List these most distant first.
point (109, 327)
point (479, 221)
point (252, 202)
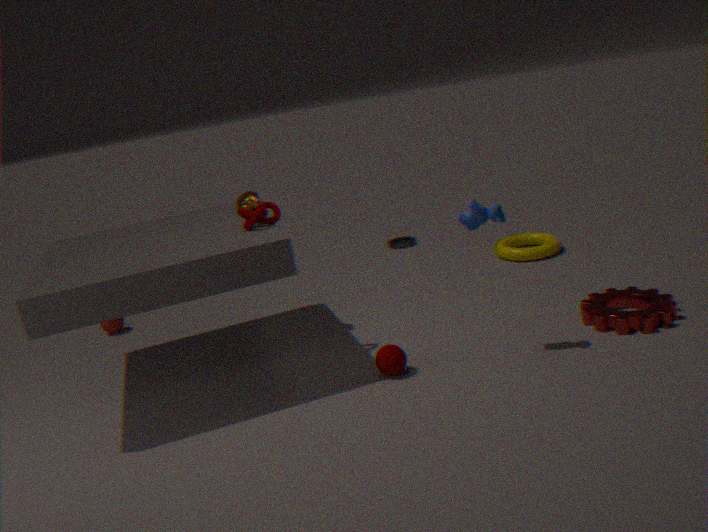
point (109, 327), point (252, 202), point (479, 221)
